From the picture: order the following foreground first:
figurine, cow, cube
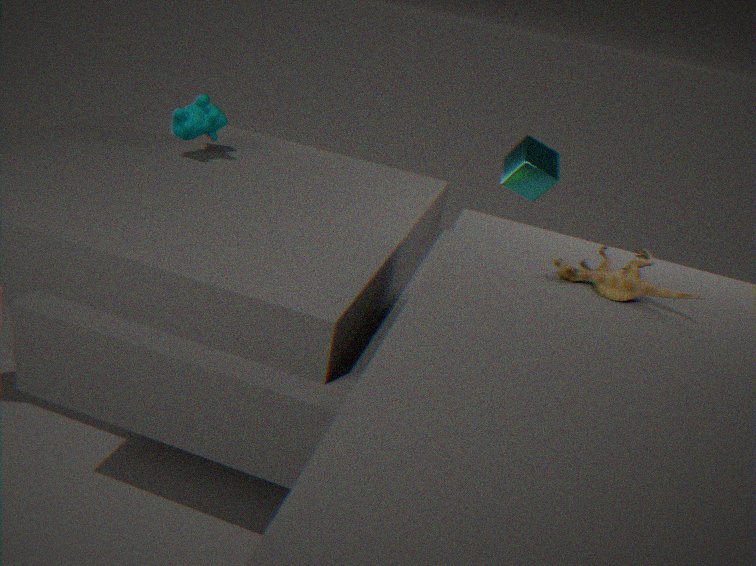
figurine
cow
cube
